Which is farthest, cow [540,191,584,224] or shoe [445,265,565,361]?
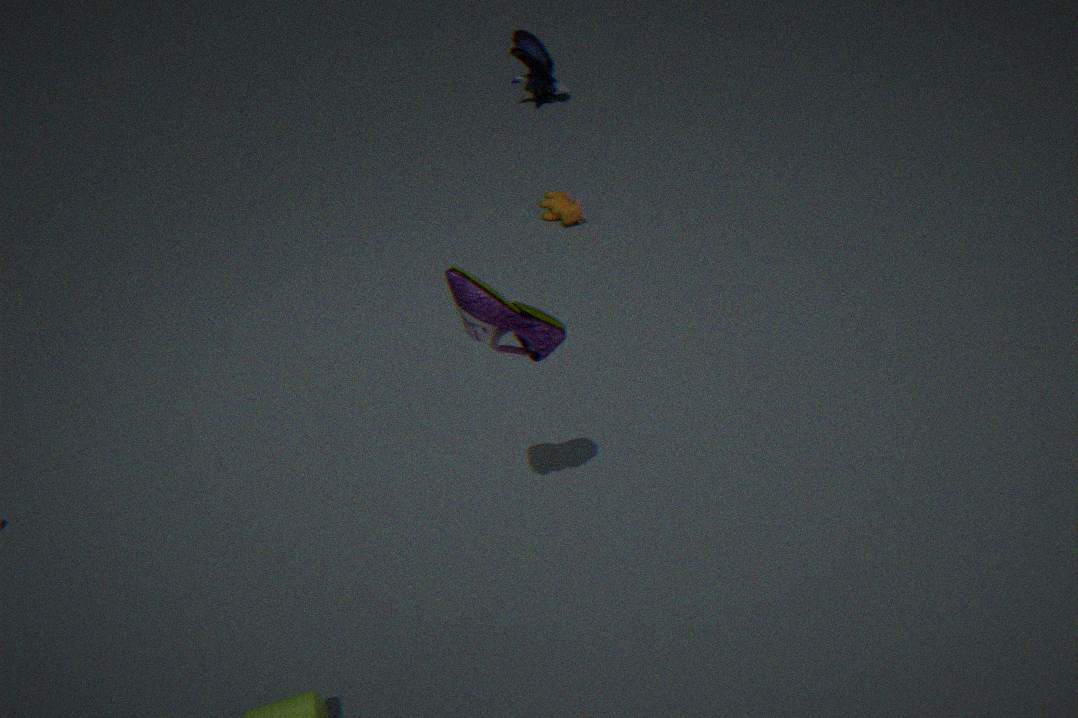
cow [540,191,584,224]
